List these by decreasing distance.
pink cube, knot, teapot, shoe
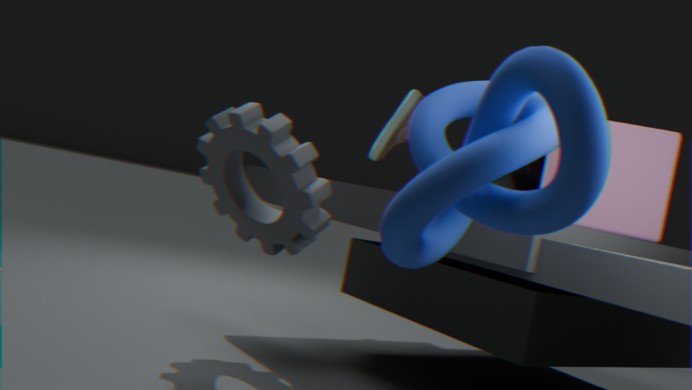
shoe
teapot
pink cube
knot
